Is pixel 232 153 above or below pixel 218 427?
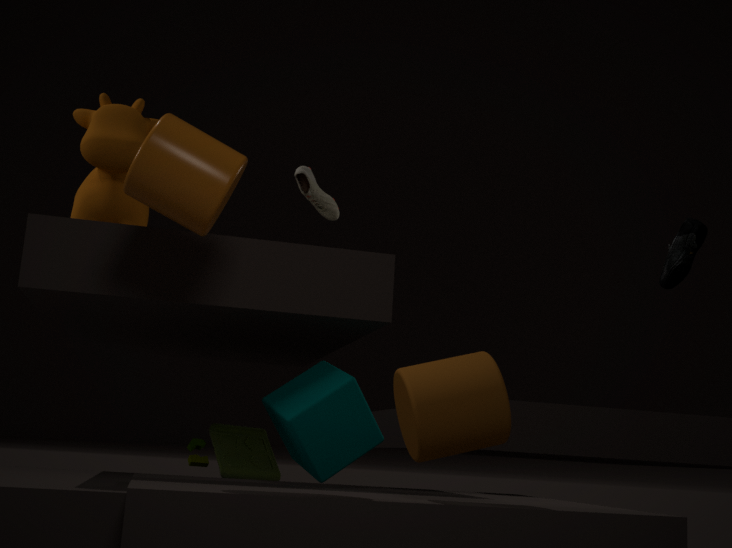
above
